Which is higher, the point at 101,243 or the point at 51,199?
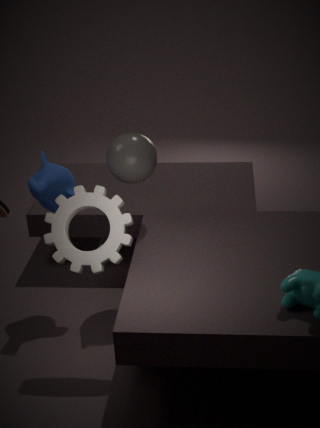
the point at 51,199
